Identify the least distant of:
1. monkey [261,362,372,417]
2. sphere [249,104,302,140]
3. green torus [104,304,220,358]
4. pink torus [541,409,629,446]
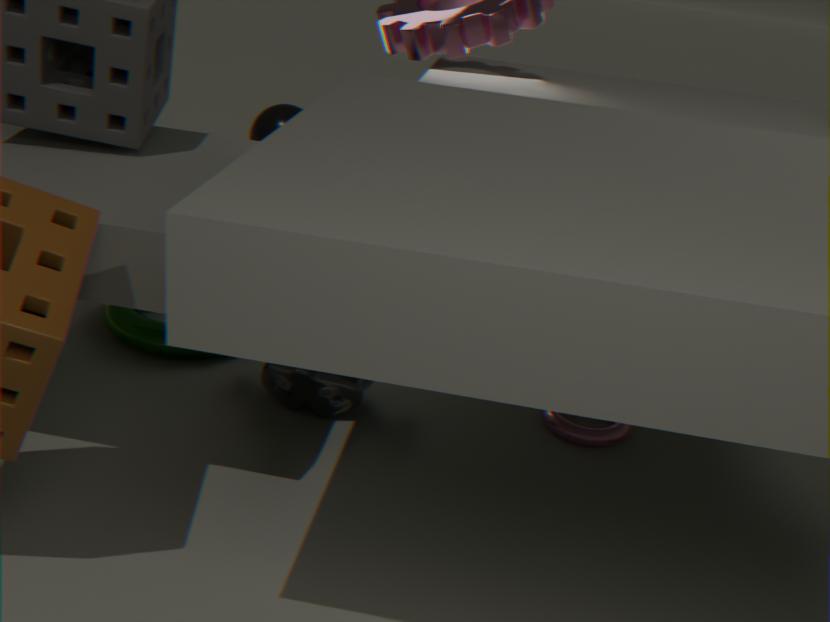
monkey [261,362,372,417]
